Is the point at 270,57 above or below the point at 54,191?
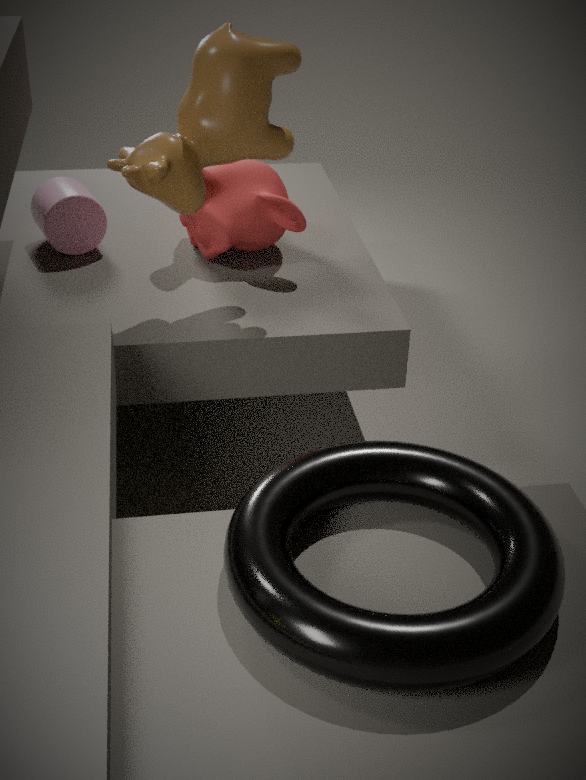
above
